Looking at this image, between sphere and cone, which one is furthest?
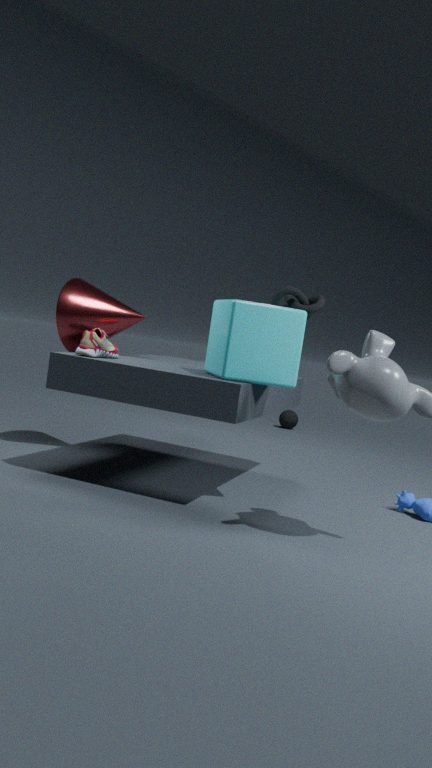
sphere
